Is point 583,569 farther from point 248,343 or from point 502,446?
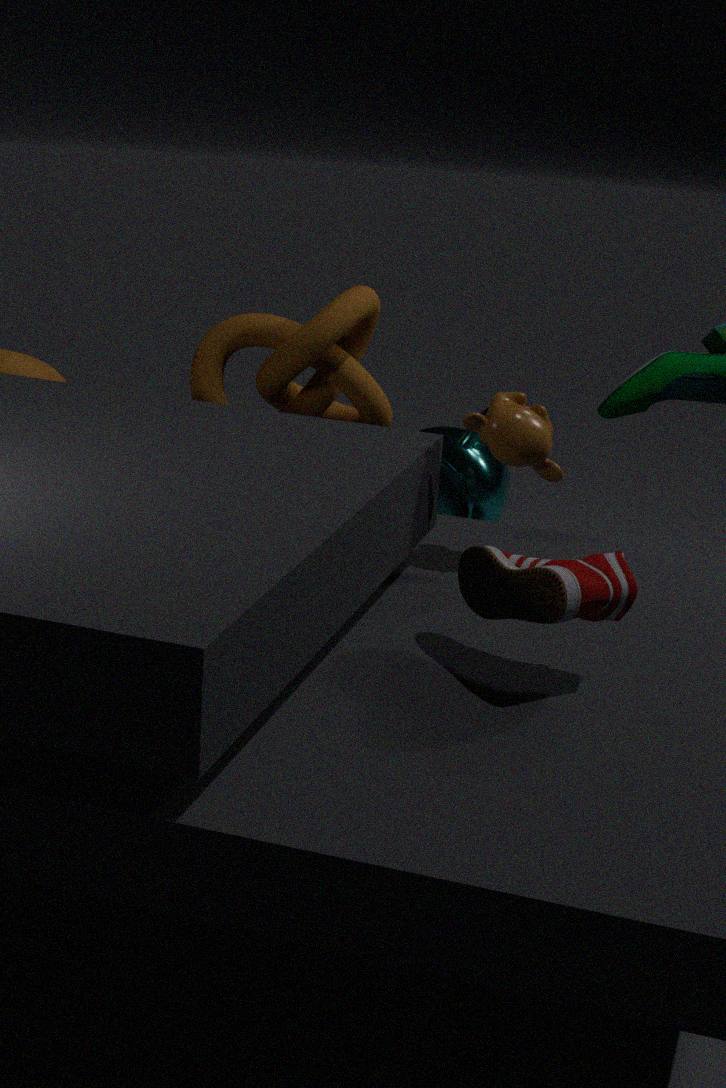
point 248,343
